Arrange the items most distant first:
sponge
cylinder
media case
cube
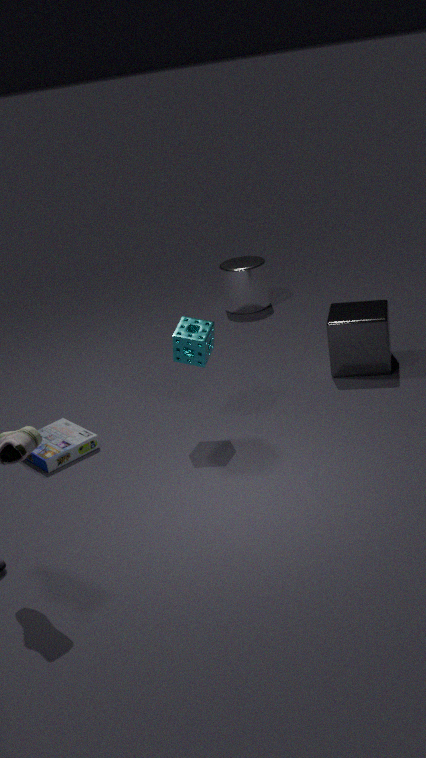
cylinder < cube < media case < sponge
